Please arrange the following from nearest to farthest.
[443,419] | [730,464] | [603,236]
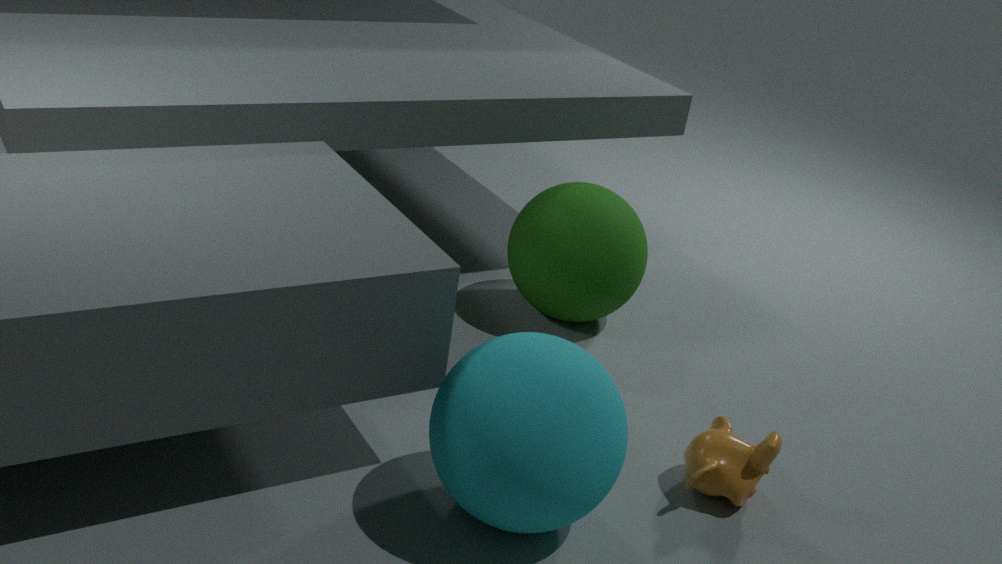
[443,419] < [730,464] < [603,236]
